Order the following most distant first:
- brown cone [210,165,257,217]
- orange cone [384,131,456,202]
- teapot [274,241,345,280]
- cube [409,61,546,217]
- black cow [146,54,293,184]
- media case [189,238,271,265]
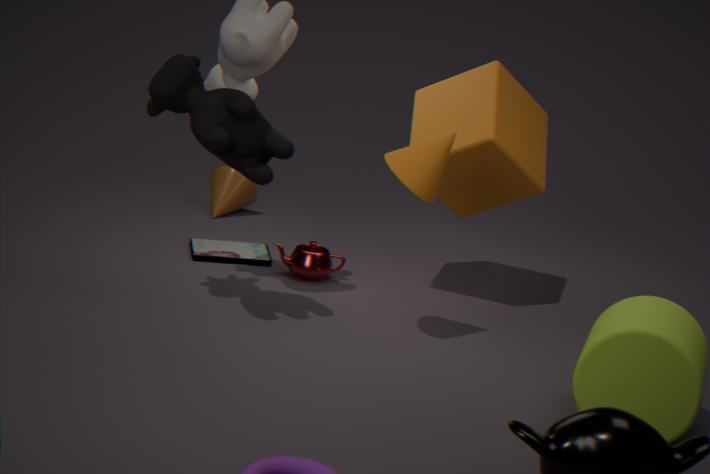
1. brown cone [210,165,257,217]
2. media case [189,238,271,265]
3. teapot [274,241,345,280]
4. cube [409,61,546,217]
5. orange cone [384,131,456,202]
6. black cow [146,54,293,184]
